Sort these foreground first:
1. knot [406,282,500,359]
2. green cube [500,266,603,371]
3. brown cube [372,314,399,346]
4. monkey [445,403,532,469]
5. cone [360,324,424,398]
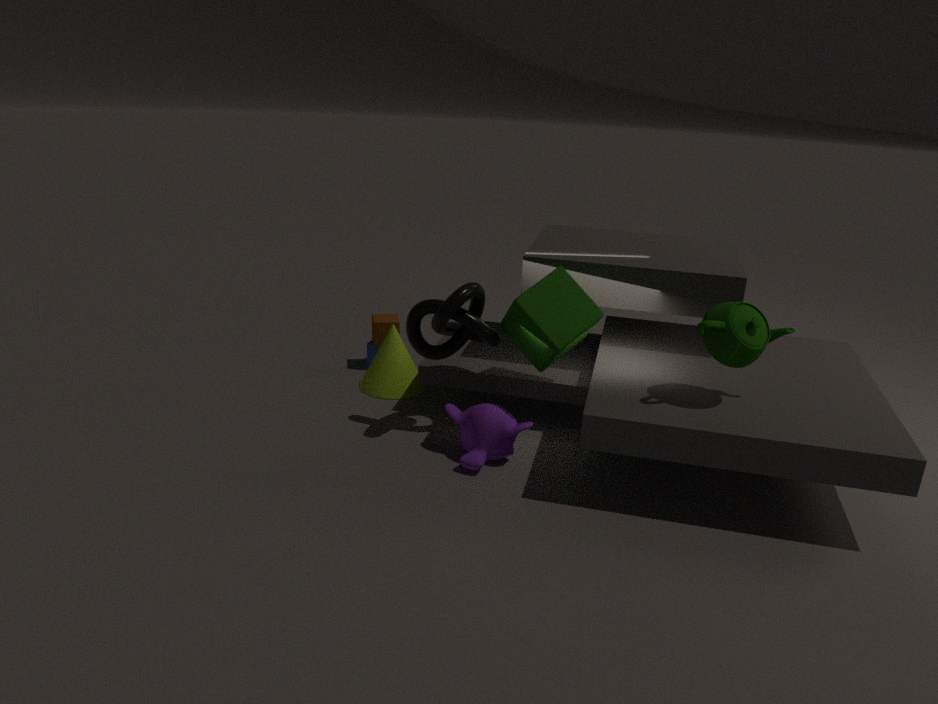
1. green cube [500,266,603,371]
2. monkey [445,403,532,469]
3. knot [406,282,500,359]
4. cone [360,324,424,398]
5. brown cube [372,314,399,346]
